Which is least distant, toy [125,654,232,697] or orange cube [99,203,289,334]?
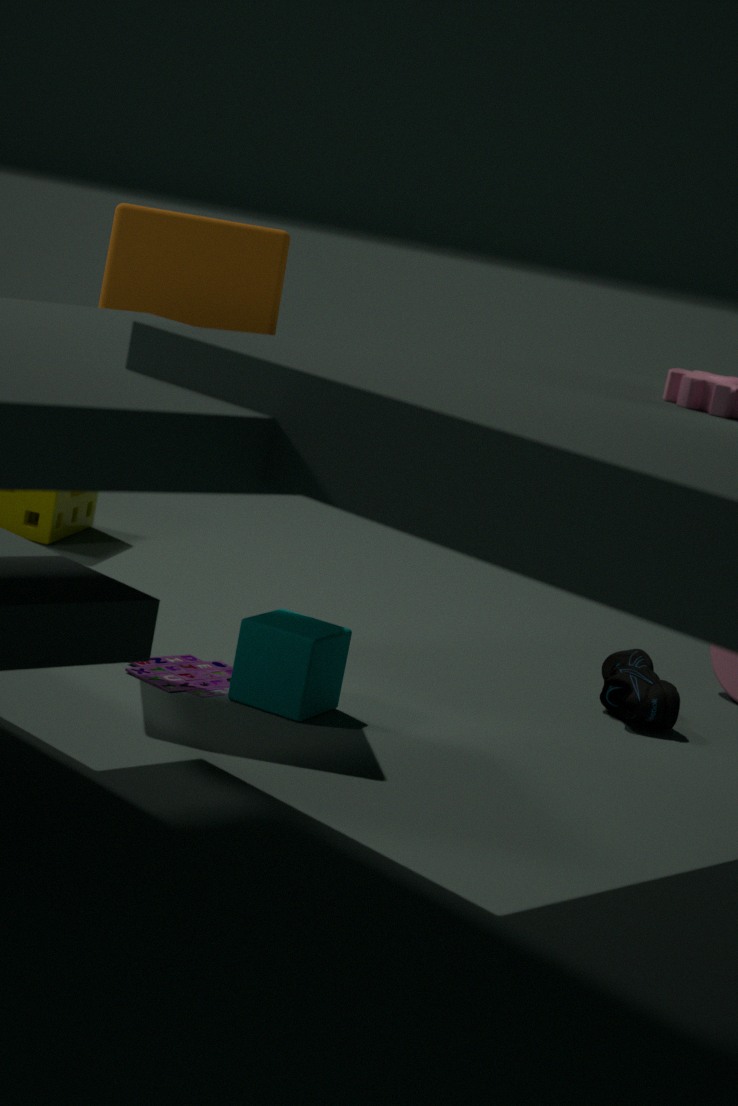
orange cube [99,203,289,334]
